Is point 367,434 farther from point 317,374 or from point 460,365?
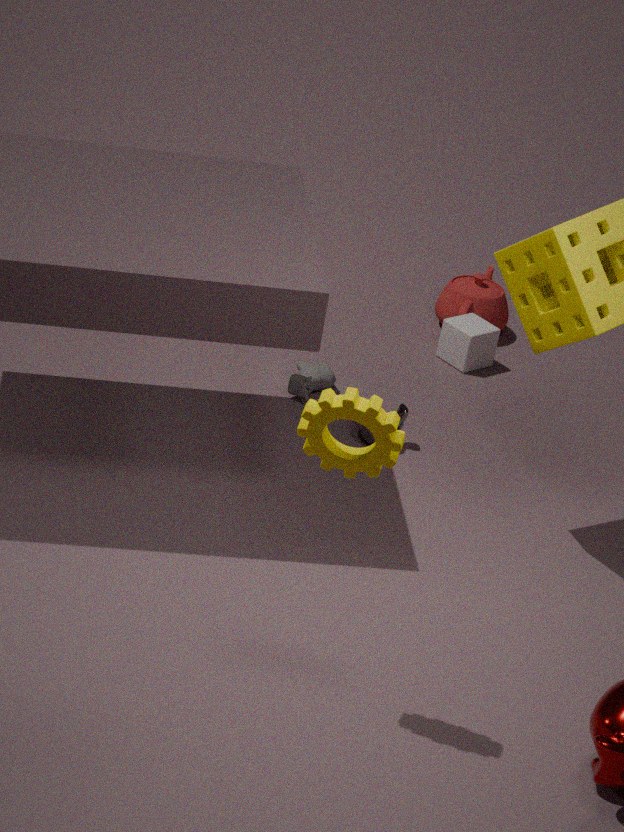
point 460,365
